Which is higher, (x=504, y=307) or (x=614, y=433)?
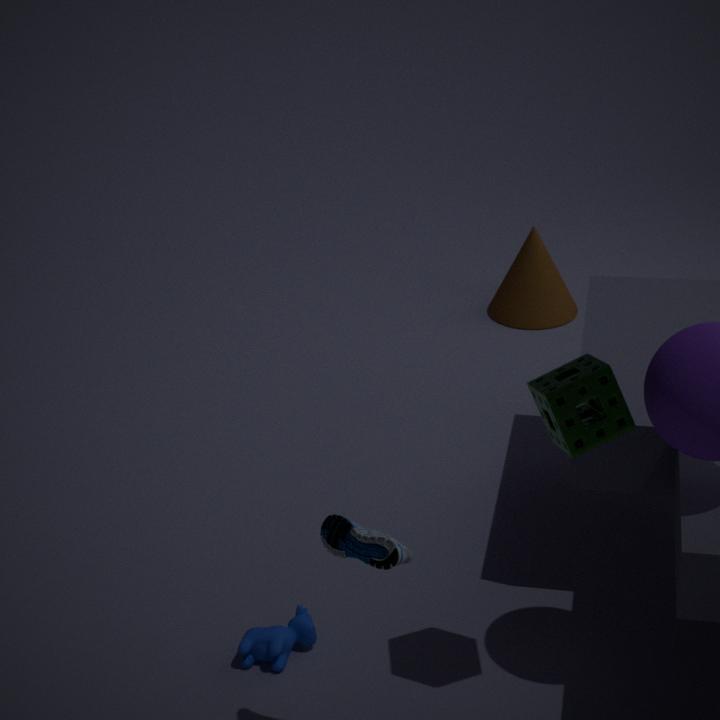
(x=614, y=433)
